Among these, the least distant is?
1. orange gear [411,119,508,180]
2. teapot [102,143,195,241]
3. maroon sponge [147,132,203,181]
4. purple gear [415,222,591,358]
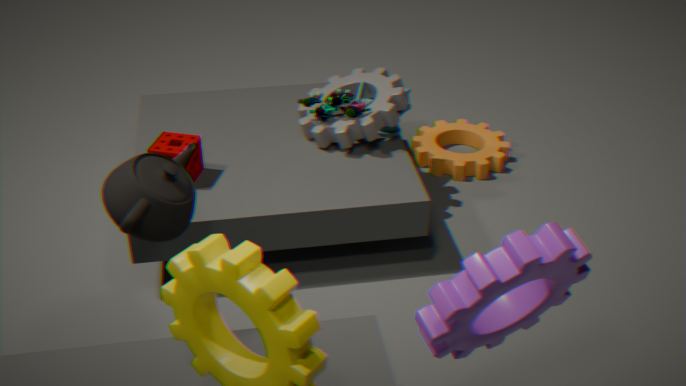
purple gear [415,222,591,358]
